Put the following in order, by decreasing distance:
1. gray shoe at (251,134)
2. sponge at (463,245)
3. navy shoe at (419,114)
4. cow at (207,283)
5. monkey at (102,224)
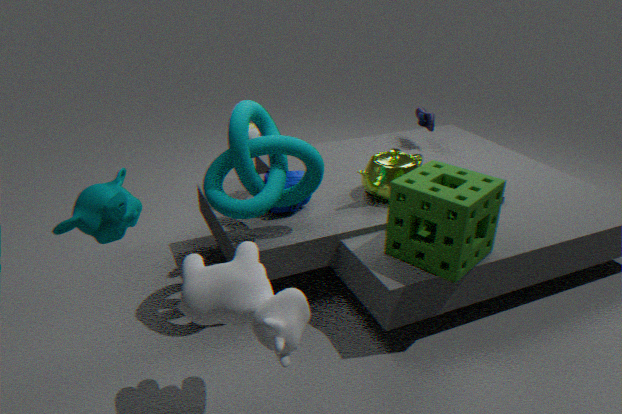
navy shoe at (419,114), gray shoe at (251,134), sponge at (463,245), cow at (207,283), monkey at (102,224)
